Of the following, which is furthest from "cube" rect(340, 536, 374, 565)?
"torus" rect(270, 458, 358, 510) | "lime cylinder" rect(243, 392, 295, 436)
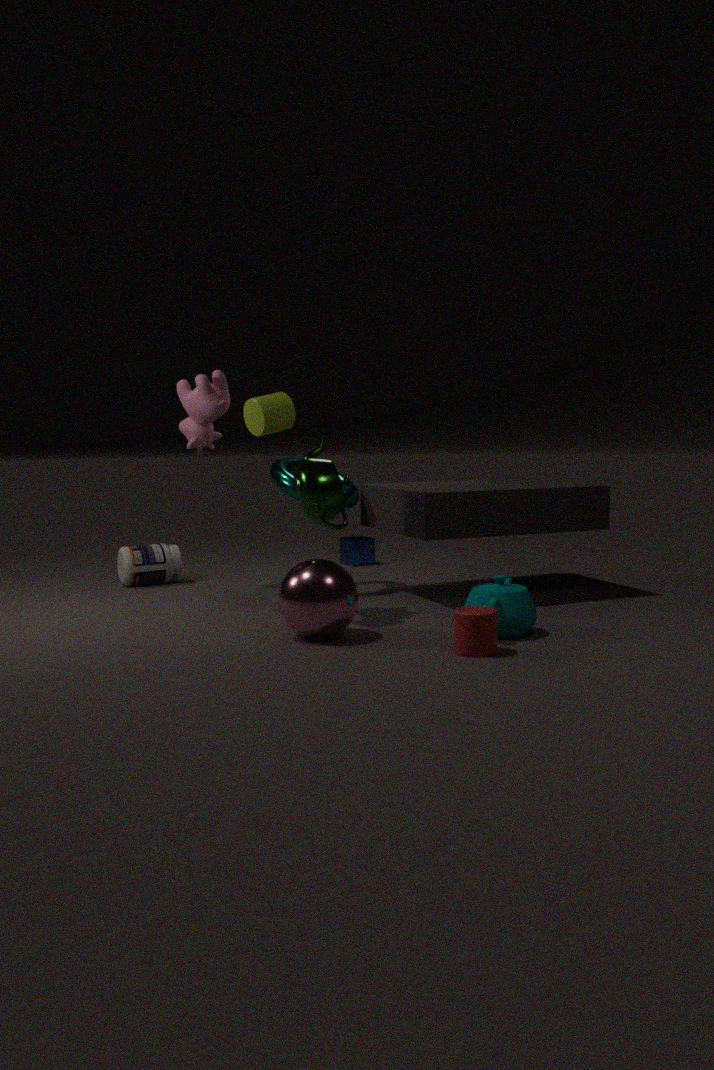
"lime cylinder" rect(243, 392, 295, 436)
